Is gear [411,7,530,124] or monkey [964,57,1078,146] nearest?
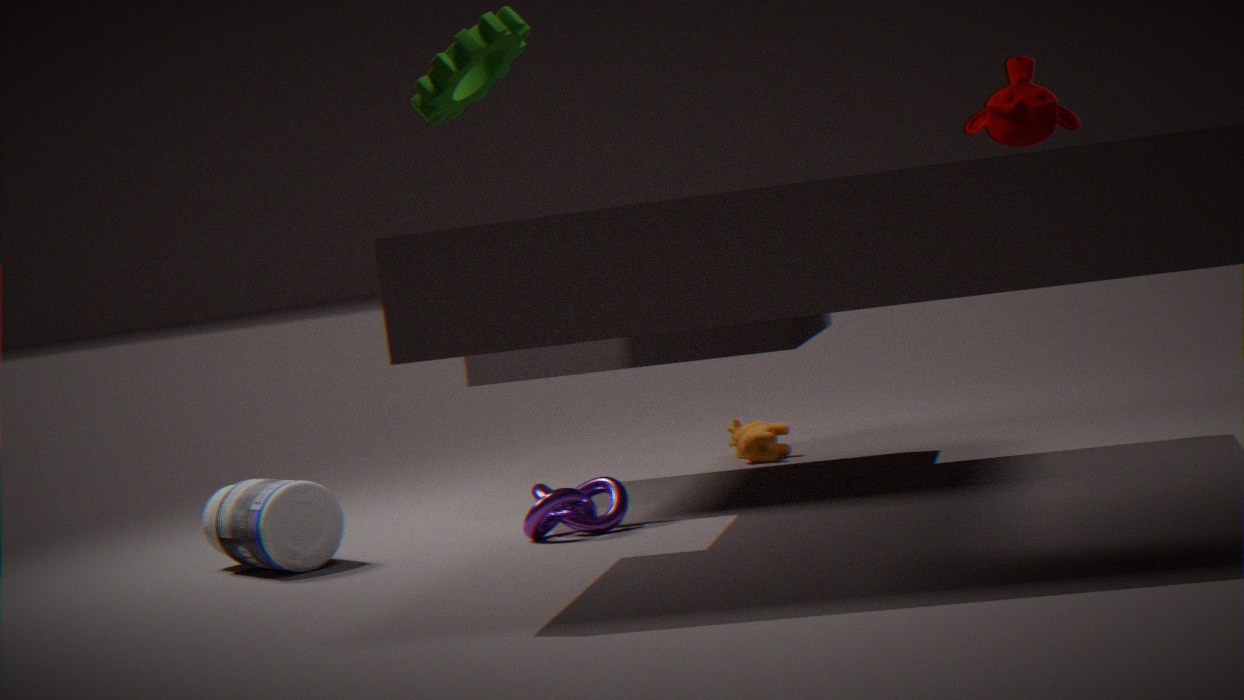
gear [411,7,530,124]
